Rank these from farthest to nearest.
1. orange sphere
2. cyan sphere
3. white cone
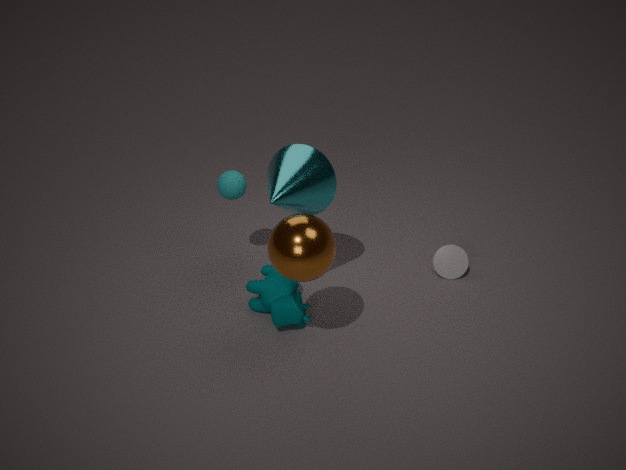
white cone, cyan sphere, orange sphere
